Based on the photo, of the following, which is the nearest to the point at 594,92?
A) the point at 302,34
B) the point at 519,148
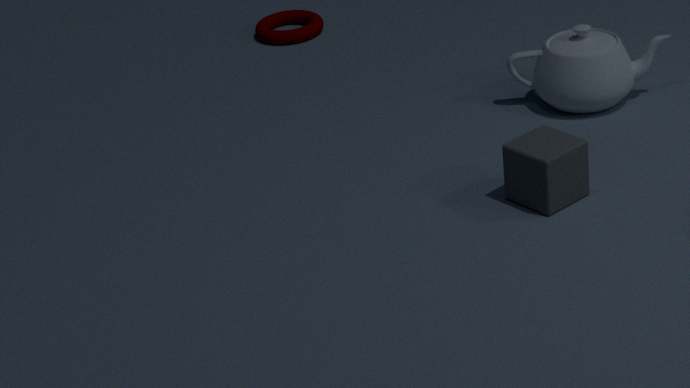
the point at 519,148
